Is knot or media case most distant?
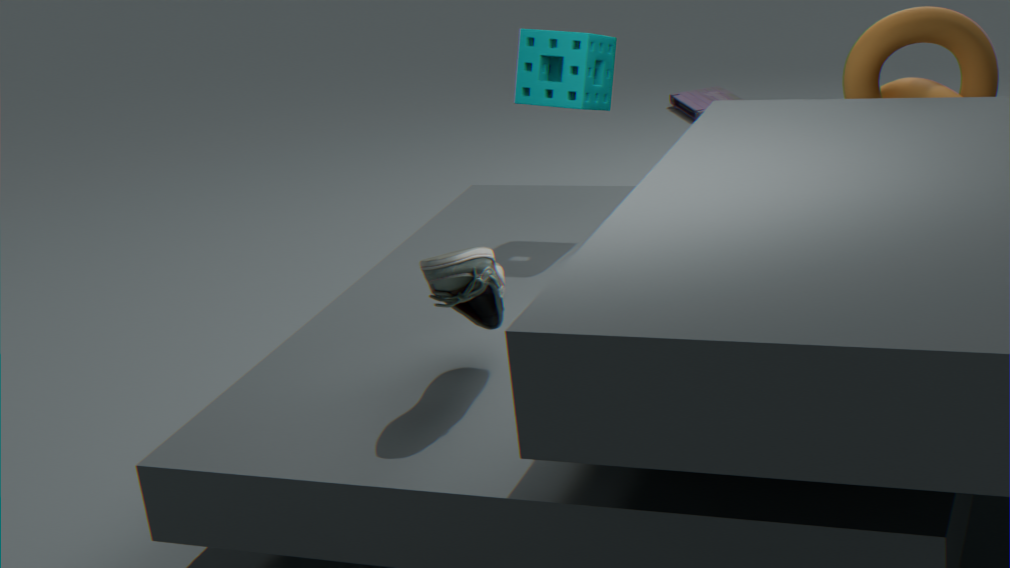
media case
